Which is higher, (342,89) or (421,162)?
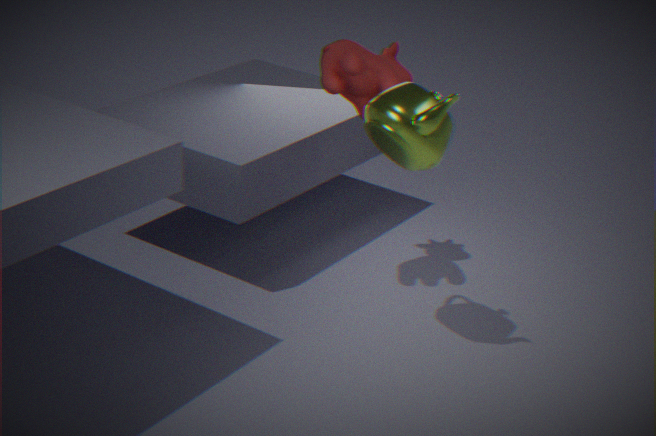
(342,89)
